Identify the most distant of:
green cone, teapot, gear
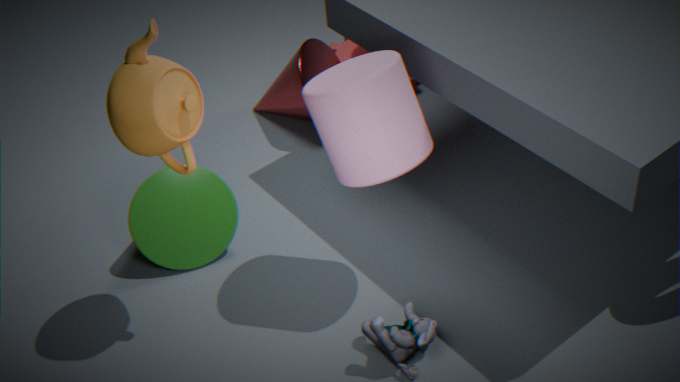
gear
